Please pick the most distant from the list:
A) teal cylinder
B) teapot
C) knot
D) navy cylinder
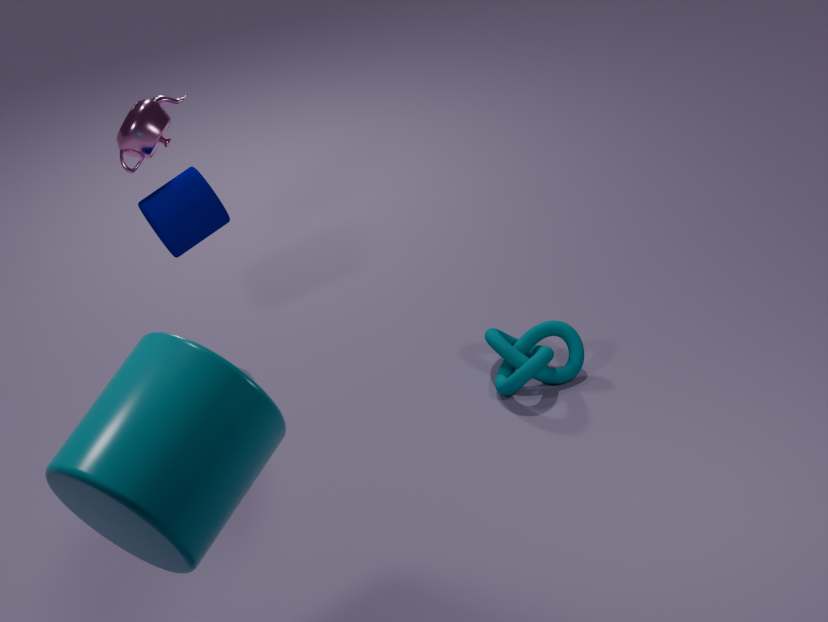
teapot
